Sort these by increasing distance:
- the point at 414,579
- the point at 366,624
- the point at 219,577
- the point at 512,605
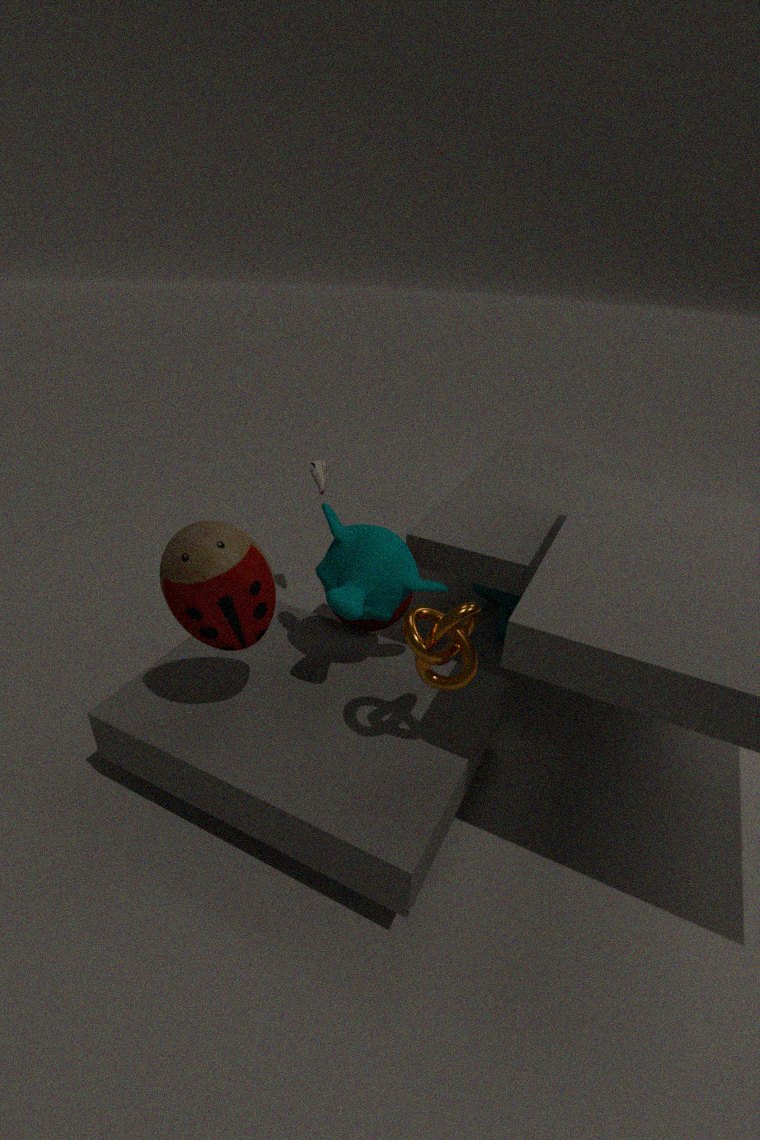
the point at 219,577 → the point at 414,579 → the point at 366,624 → the point at 512,605
